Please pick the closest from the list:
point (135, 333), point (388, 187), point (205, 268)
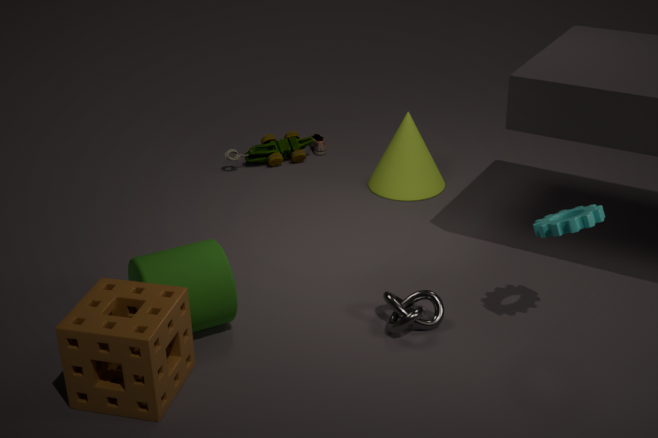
point (135, 333)
